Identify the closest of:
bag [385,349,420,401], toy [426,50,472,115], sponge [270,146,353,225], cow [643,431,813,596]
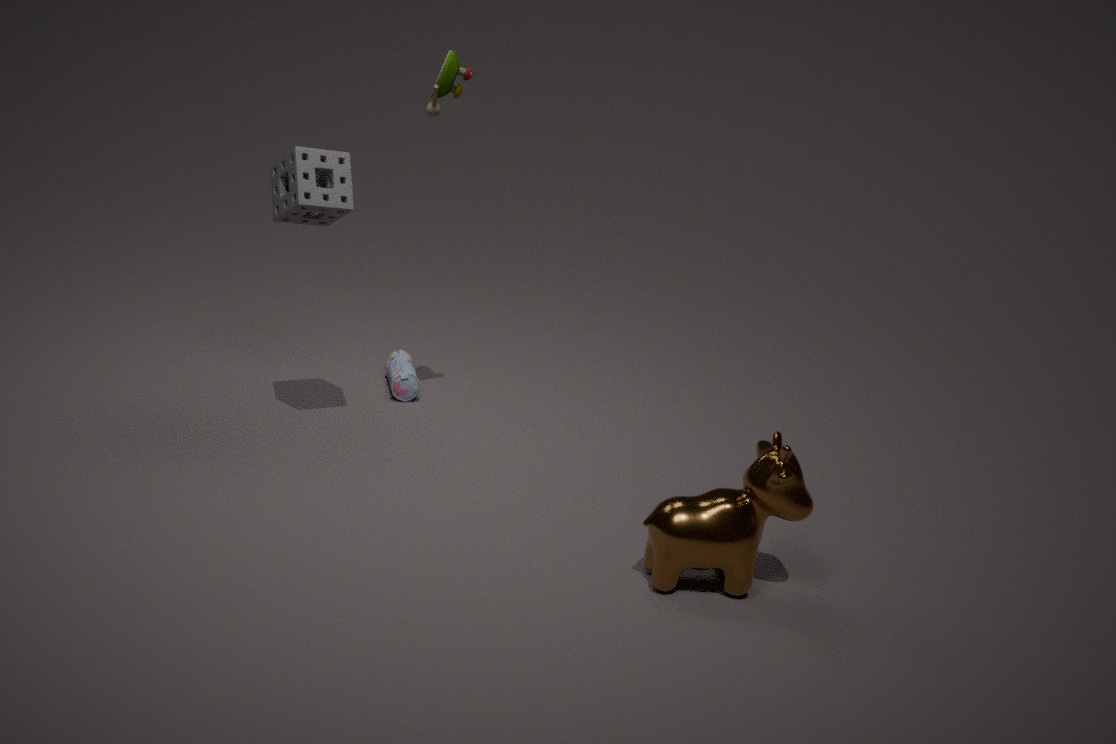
cow [643,431,813,596]
